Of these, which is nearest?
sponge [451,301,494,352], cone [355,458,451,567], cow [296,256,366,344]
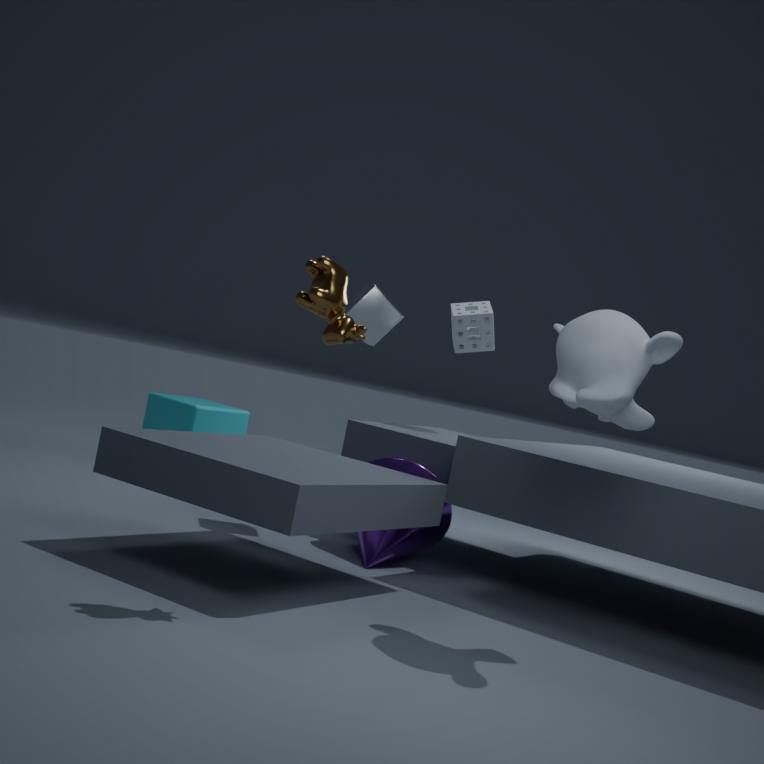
cow [296,256,366,344]
